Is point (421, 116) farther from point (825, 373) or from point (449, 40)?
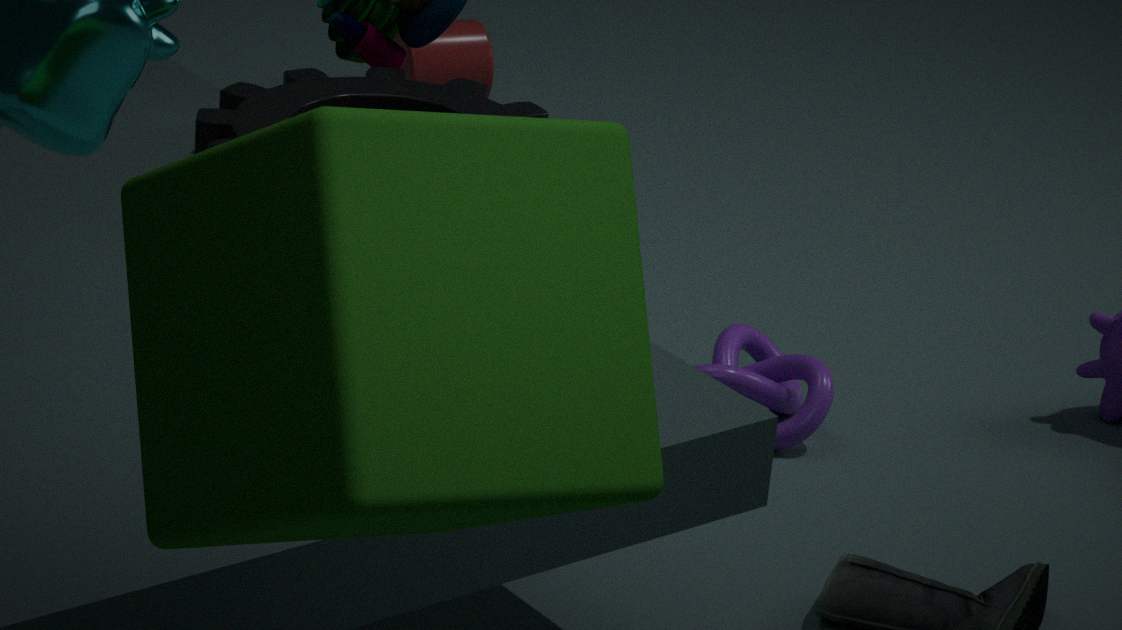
point (449, 40)
